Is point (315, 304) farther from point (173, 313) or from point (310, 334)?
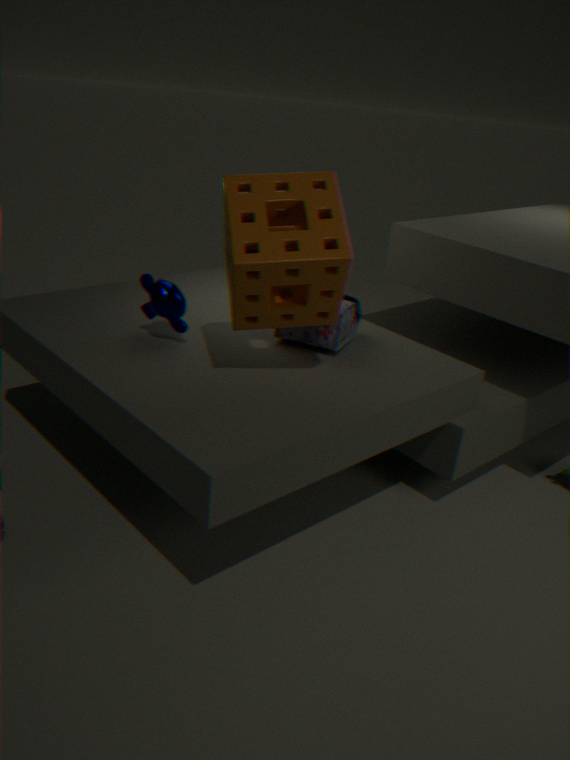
point (173, 313)
